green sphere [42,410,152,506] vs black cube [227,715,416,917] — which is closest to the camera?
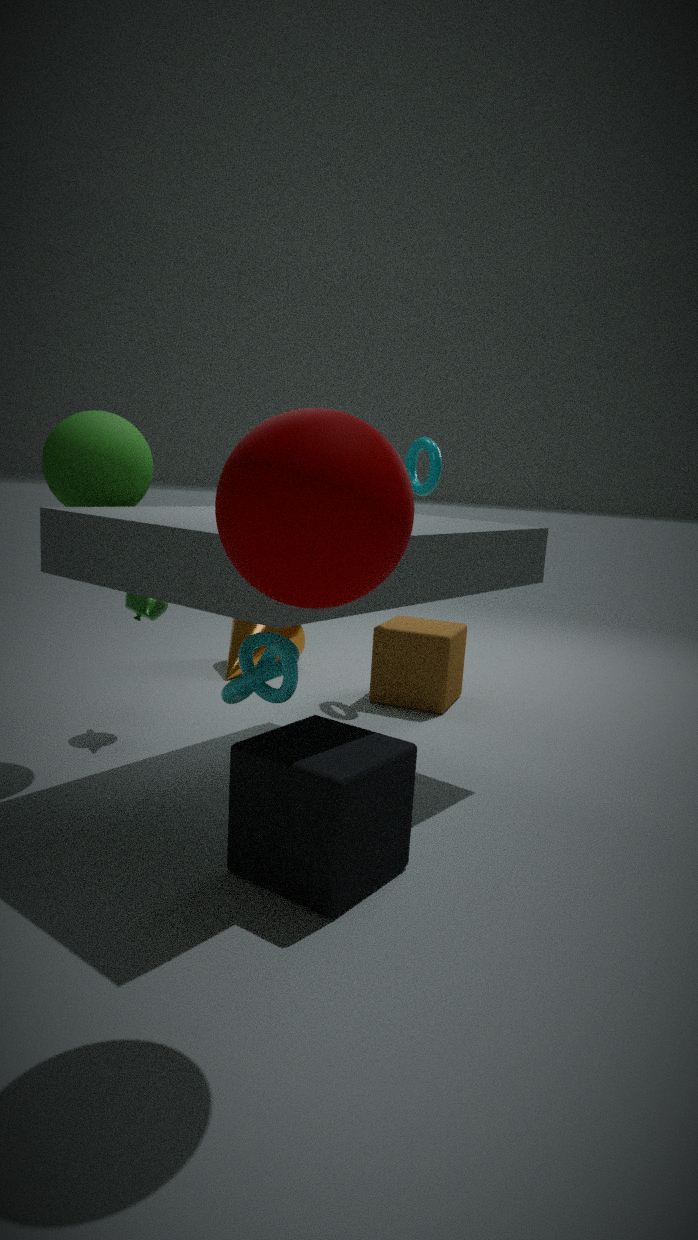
black cube [227,715,416,917]
